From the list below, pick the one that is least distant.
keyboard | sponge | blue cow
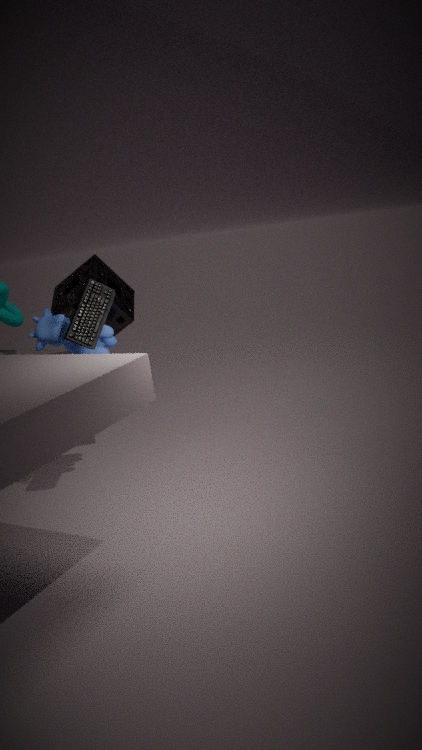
keyboard
